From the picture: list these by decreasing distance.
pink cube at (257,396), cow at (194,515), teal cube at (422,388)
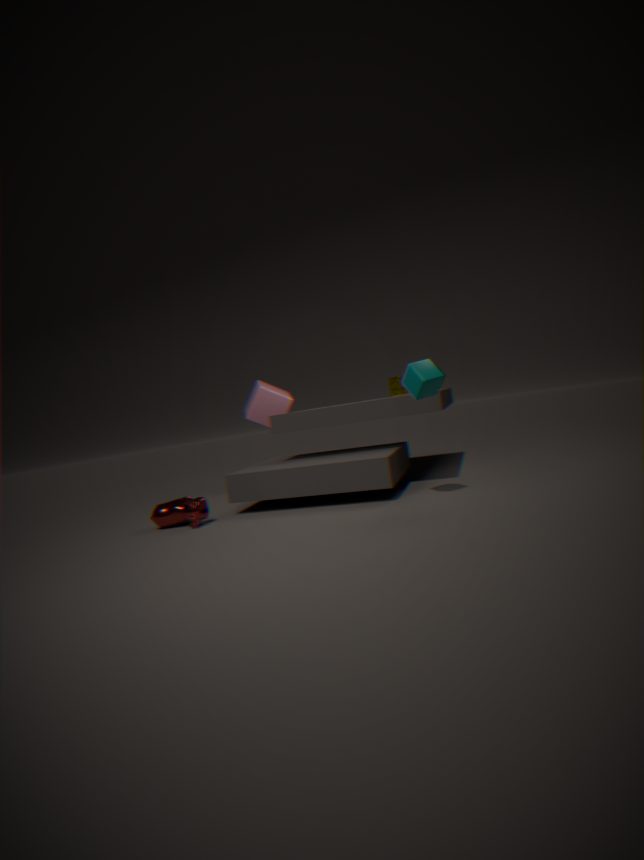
pink cube at (257,396) < cow at (194,515) < teal cube at (422,388)
